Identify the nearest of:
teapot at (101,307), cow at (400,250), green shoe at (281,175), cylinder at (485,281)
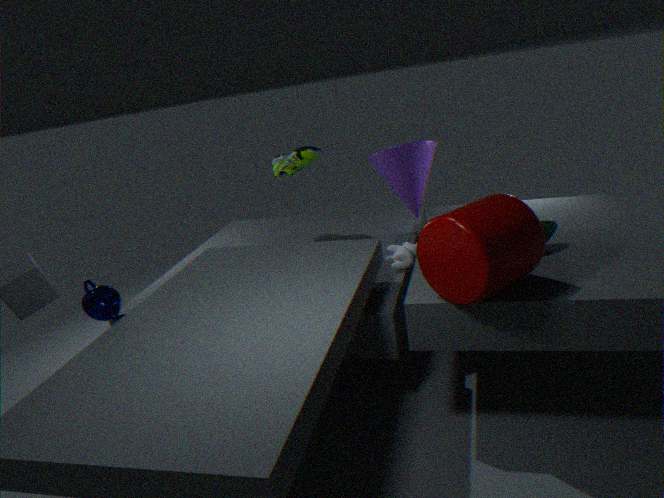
cylinder at (485,281)
